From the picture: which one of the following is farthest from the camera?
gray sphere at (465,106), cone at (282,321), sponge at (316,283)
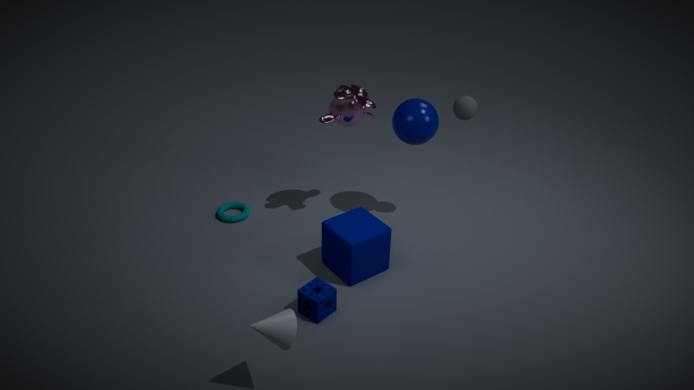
gray sphere at (465,106)
